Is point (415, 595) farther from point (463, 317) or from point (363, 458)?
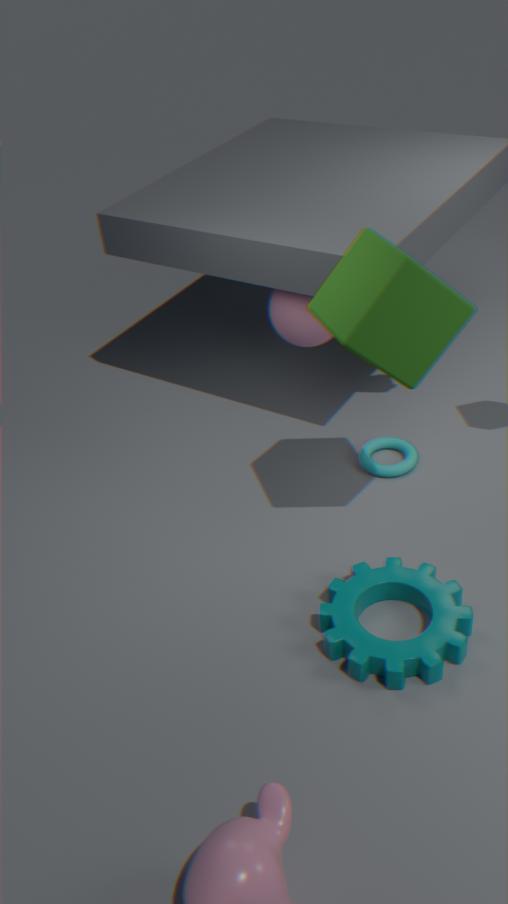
point (463, 317)
